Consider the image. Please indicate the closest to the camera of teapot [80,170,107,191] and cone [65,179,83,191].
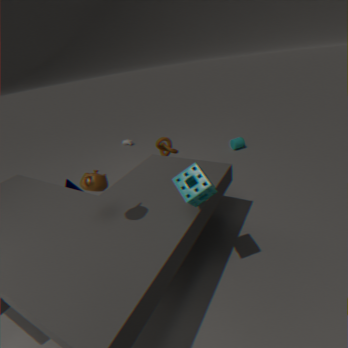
teapot [80,170,107,191]
